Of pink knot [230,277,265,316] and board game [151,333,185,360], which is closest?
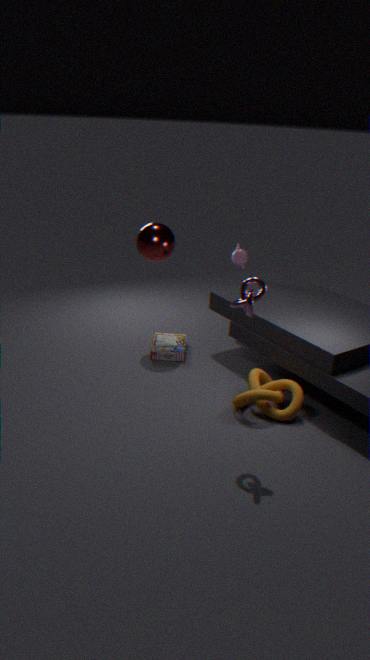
pink knot [230,277,265,316]
